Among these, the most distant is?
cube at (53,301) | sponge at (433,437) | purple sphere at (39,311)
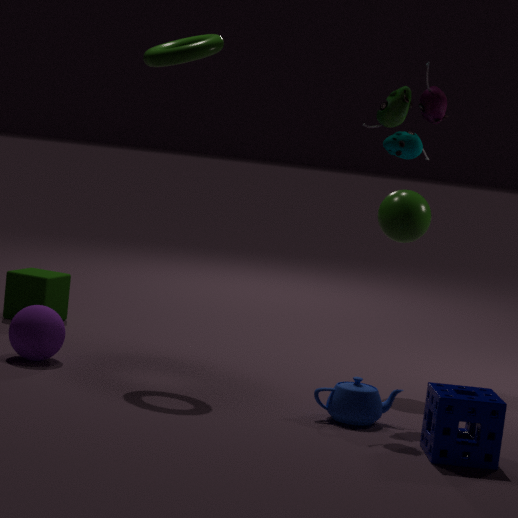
cube at (53,301)
